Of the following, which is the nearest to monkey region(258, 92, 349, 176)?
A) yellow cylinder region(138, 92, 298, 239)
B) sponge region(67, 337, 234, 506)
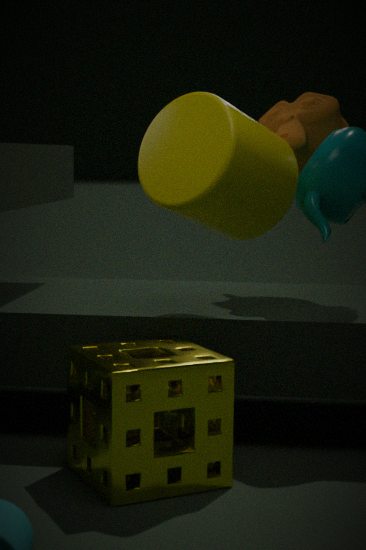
yellow cylinder region(138, 92, 298, 239)
